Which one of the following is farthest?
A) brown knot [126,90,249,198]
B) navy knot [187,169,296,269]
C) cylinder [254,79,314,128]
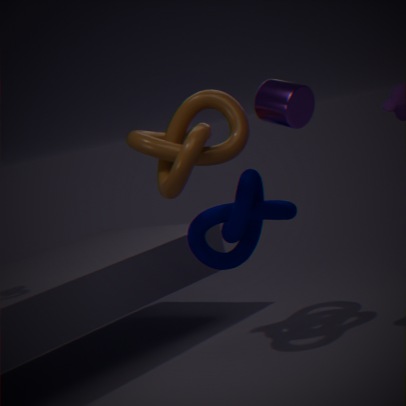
B. navy knot [187,169,296,269]
